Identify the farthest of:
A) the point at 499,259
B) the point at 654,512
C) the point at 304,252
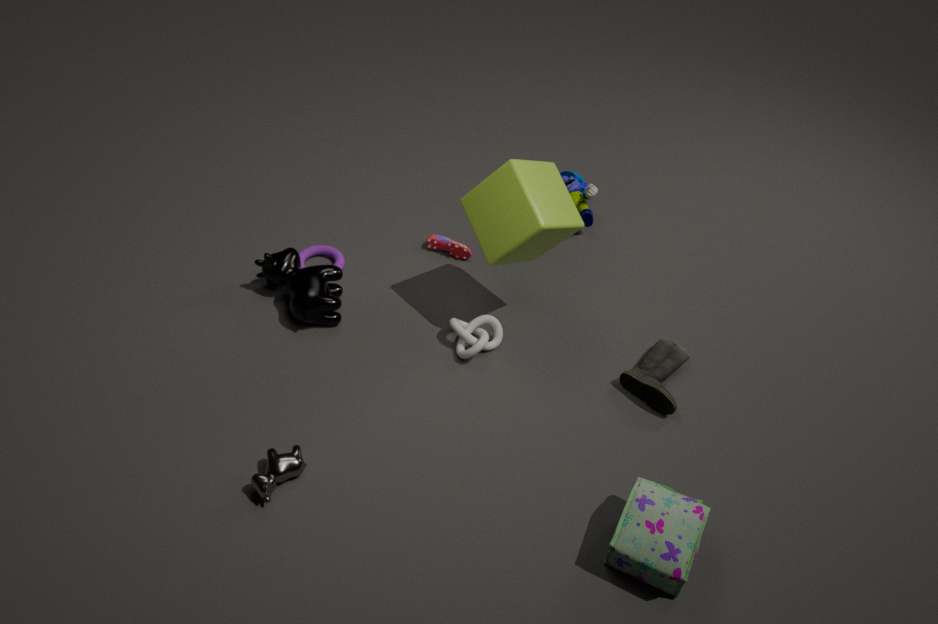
the point at 304,252
